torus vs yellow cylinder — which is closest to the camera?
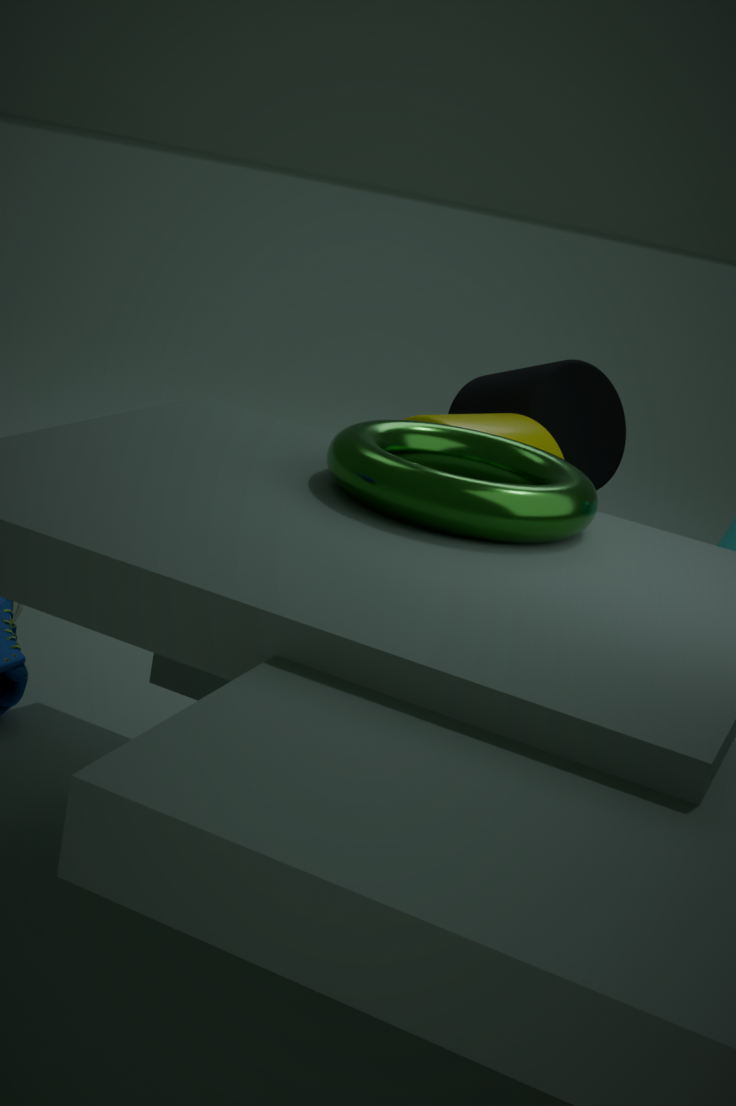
torus
